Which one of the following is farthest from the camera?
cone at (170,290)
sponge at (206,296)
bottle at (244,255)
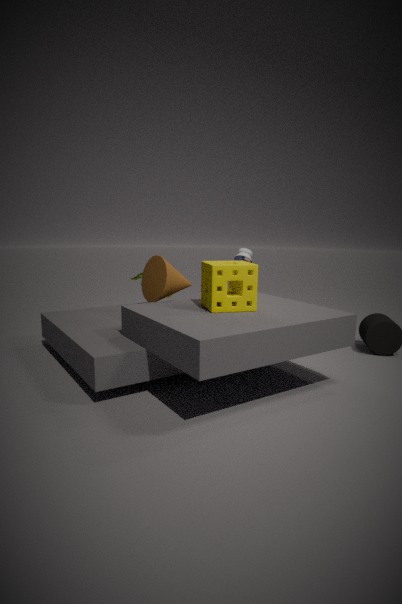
bottle at (244,255)
